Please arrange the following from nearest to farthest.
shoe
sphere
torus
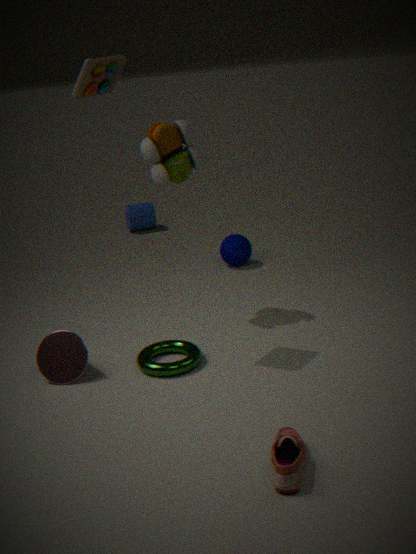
shoe < torus < sphere
